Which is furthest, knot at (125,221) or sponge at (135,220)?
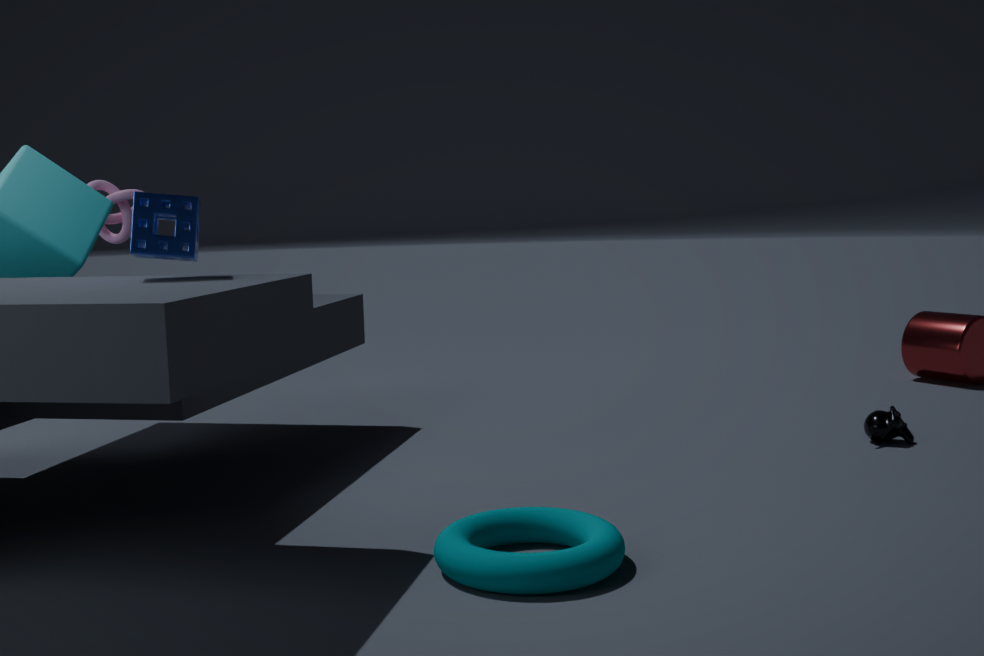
knot at (125,221)
